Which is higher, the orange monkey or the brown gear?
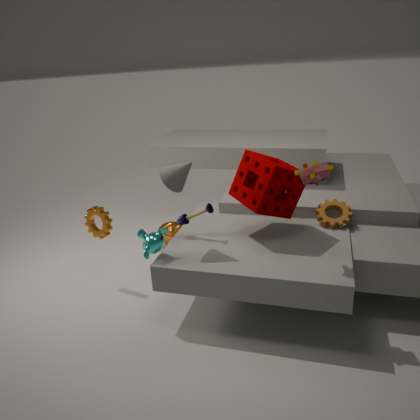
the brown gear
